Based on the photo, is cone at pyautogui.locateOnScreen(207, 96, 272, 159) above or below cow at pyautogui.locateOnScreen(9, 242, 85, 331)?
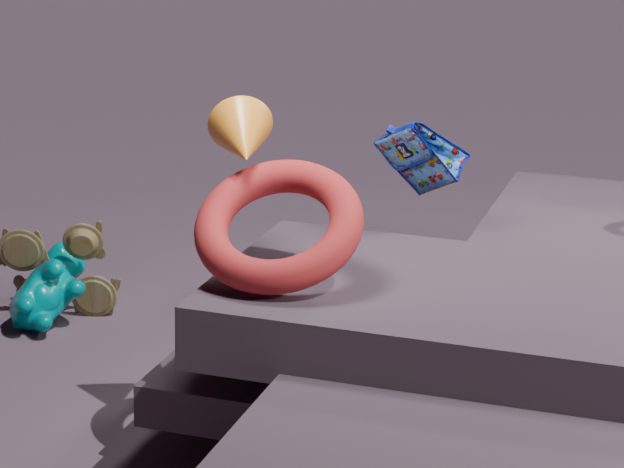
above
